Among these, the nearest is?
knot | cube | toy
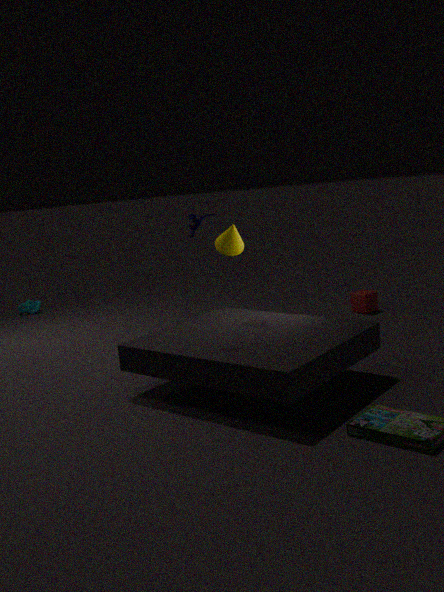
toy
